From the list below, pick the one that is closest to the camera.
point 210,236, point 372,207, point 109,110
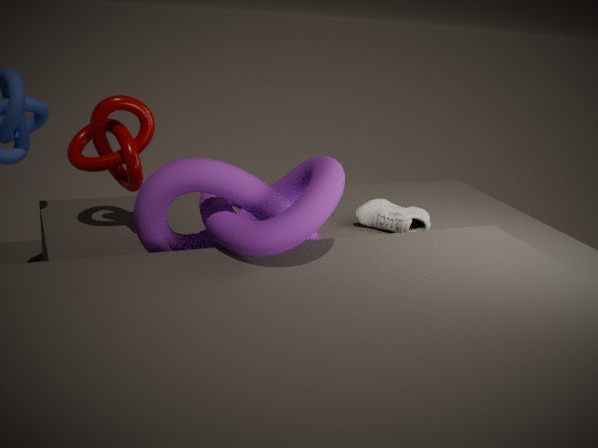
point 210,236
